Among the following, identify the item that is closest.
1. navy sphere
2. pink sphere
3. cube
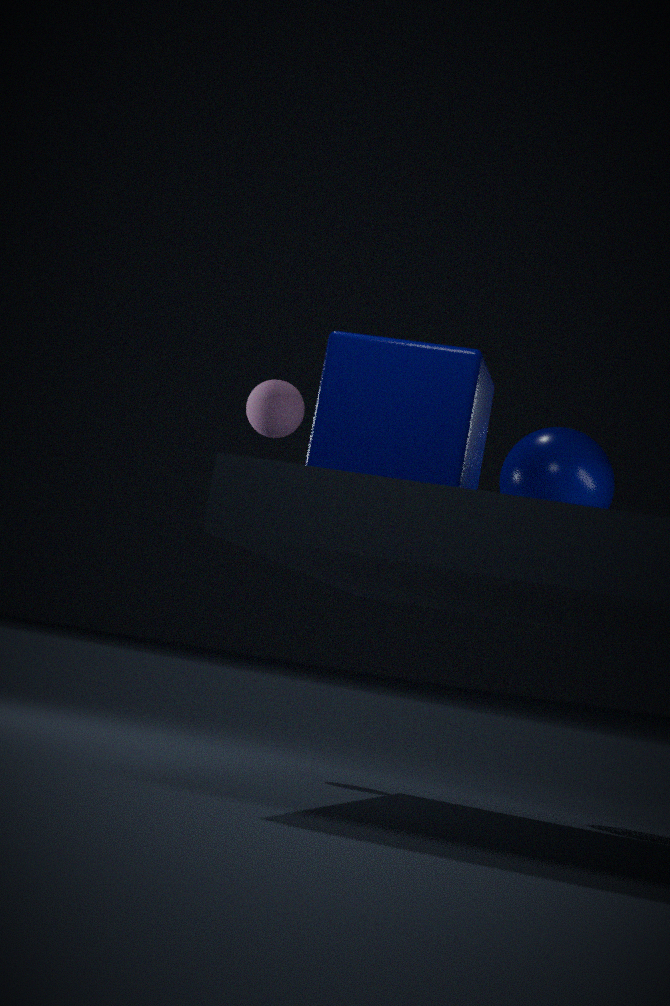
cube
